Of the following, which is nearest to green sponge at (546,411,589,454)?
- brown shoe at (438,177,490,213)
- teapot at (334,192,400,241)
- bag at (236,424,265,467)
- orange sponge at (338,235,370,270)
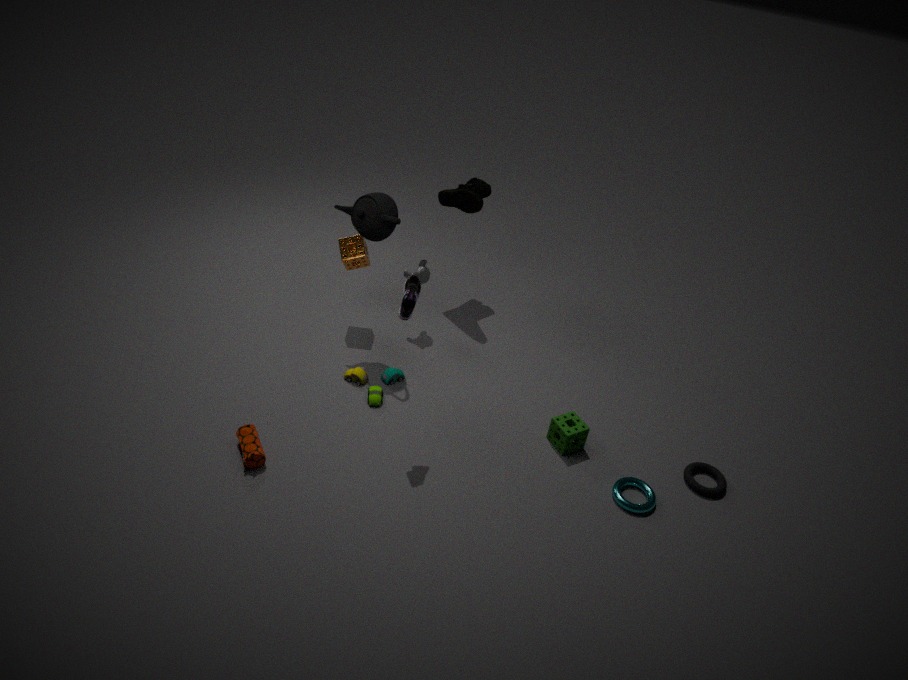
teapot at (334,192,400,241)
